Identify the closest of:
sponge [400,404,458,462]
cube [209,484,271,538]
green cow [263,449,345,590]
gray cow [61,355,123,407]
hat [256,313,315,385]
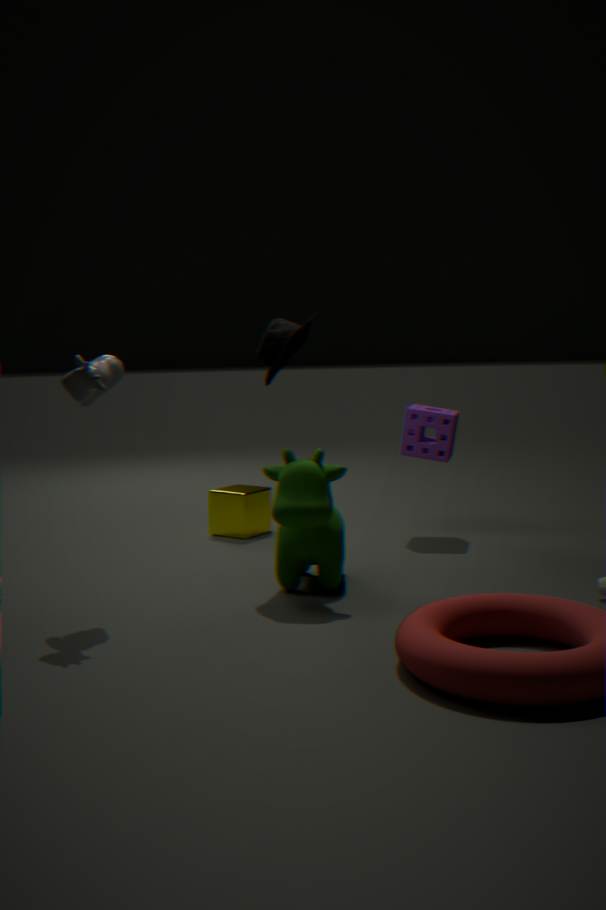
gray cow [61,355,123,407]
